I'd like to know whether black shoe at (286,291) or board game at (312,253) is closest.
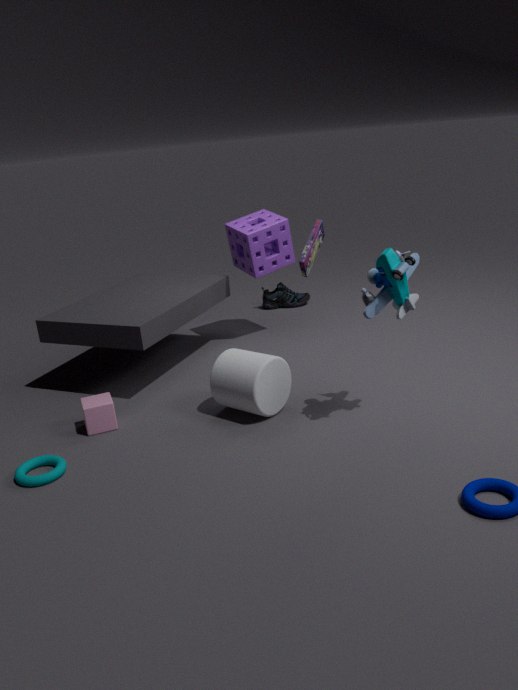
board game at (312,253)
